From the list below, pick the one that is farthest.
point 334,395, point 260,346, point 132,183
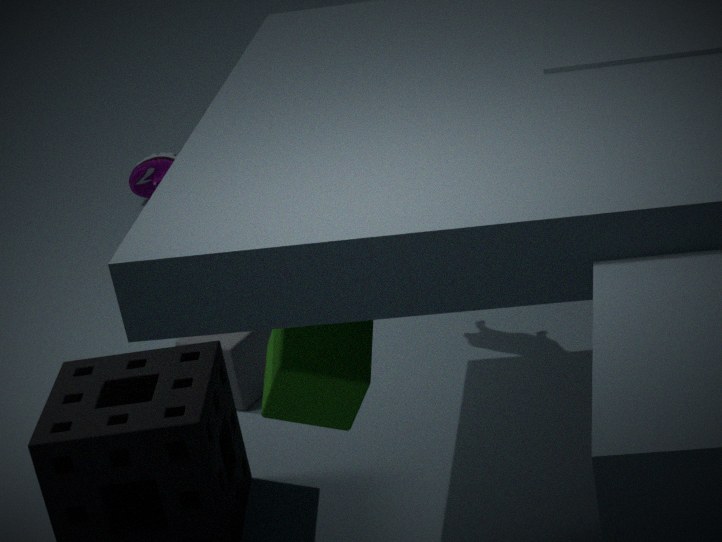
point 132,183
